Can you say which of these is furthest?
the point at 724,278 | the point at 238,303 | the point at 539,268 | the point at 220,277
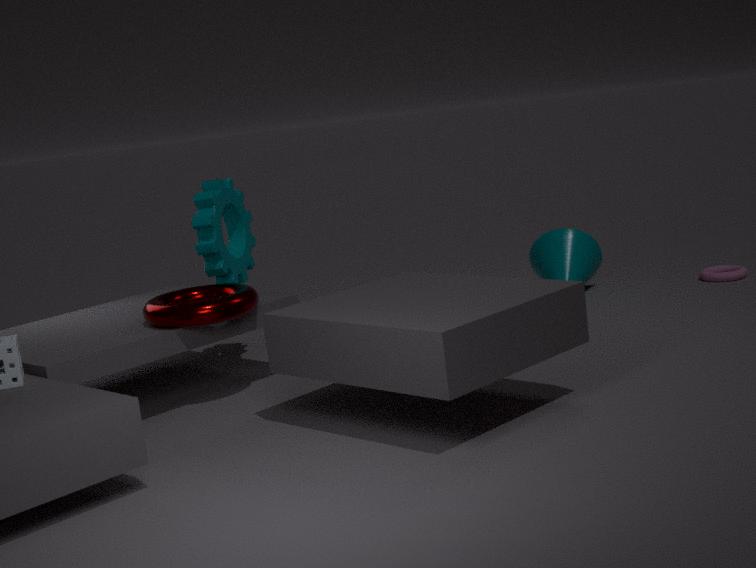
the point at 539,268
